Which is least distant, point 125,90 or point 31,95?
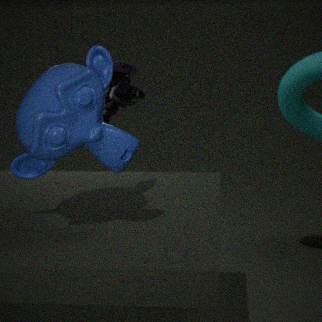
point 31,95
